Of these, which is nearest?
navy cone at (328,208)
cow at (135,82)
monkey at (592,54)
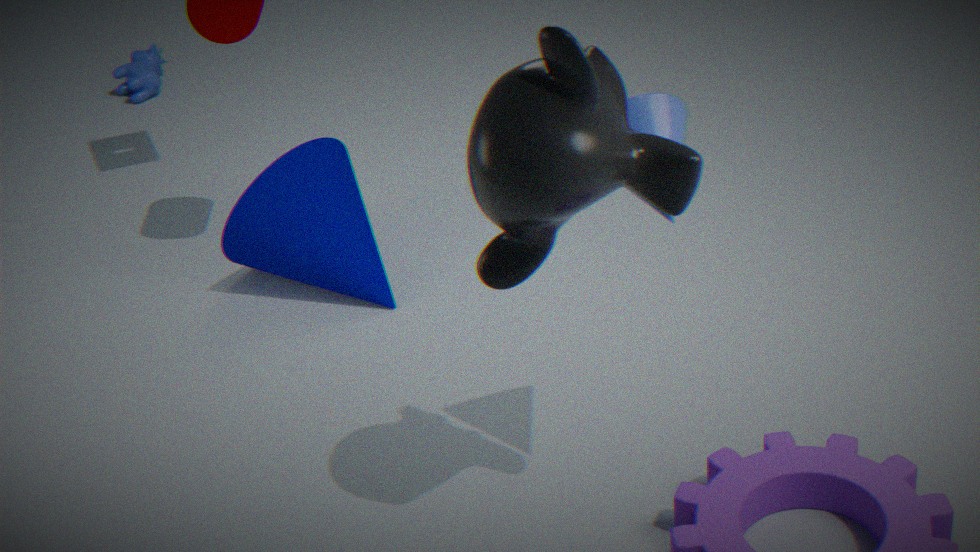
monkey at (592,54)
